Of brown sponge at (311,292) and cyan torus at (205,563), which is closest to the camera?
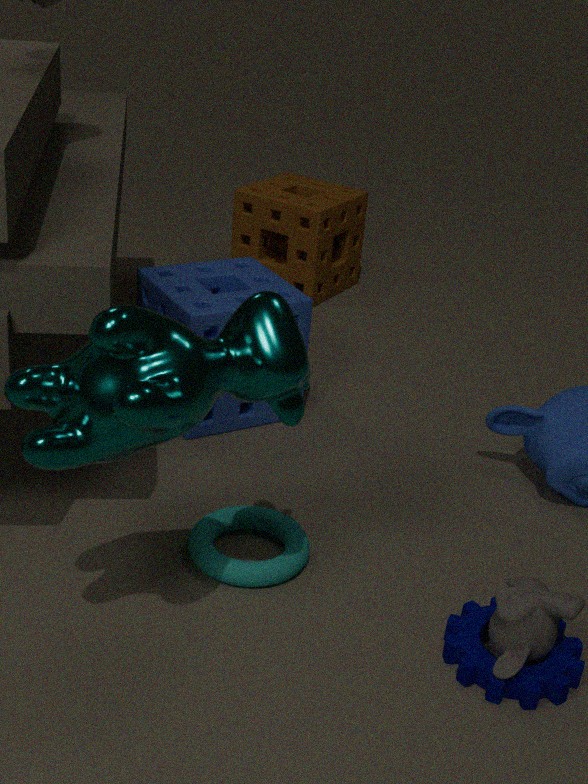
cyan torus at (205,563)
